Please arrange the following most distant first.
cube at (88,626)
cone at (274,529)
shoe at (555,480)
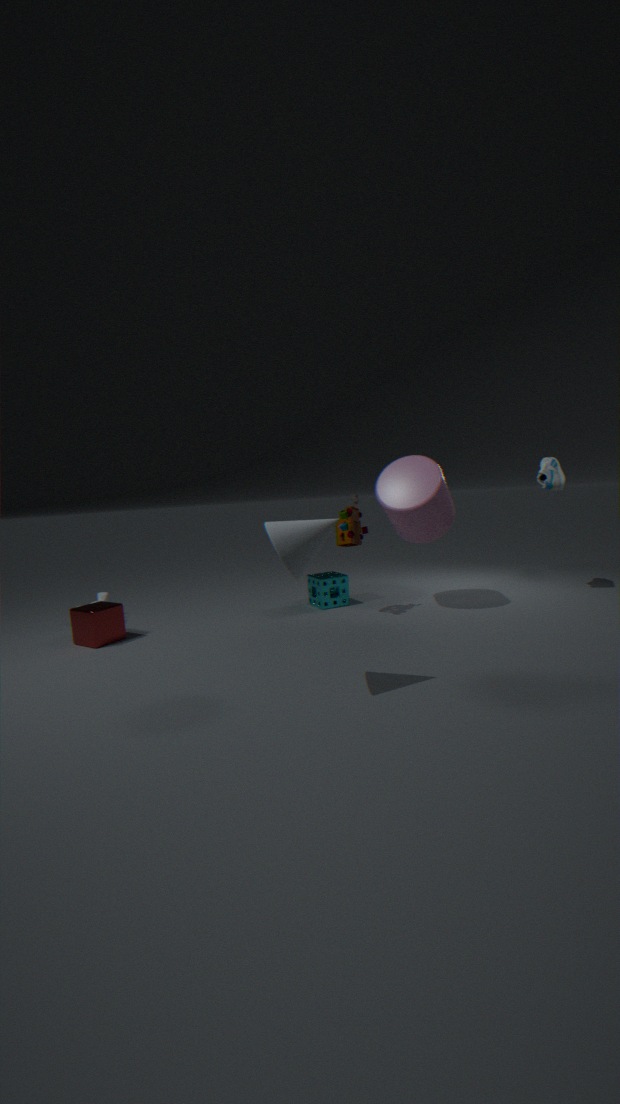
shoe at (555,480) → cube at (88,626) → cone at (274,529)
